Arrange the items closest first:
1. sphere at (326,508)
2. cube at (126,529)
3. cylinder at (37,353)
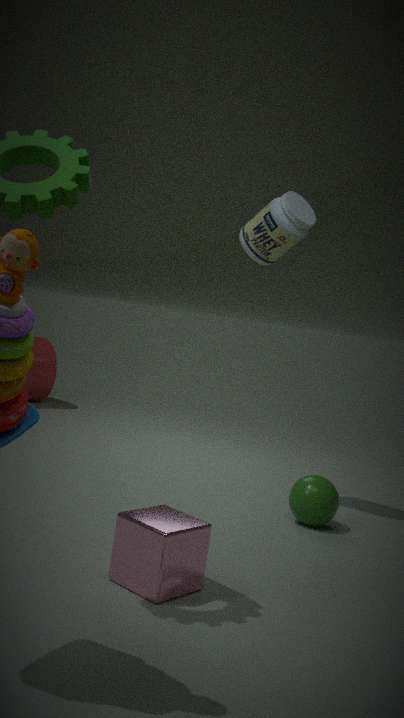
1. cube at (126,529)
2. sphere at (326,508)
3. cylinder at (37,353)
